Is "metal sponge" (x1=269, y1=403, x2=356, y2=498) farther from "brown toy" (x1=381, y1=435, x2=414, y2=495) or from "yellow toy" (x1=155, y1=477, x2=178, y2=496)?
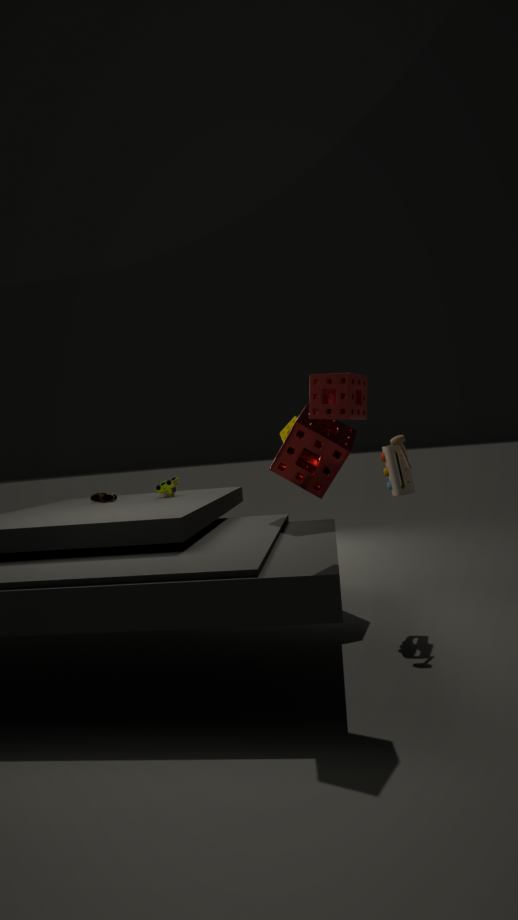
"yellow toy" (x1=155, y1=477, x2=178, y2=496)
